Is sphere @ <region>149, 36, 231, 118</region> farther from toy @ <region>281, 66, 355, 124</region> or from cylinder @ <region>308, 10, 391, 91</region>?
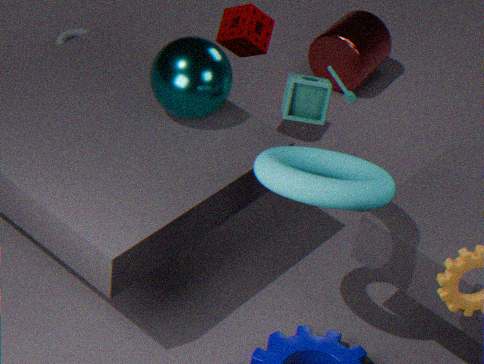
cylinder @ <region>308, 10, 391, 91</region>
